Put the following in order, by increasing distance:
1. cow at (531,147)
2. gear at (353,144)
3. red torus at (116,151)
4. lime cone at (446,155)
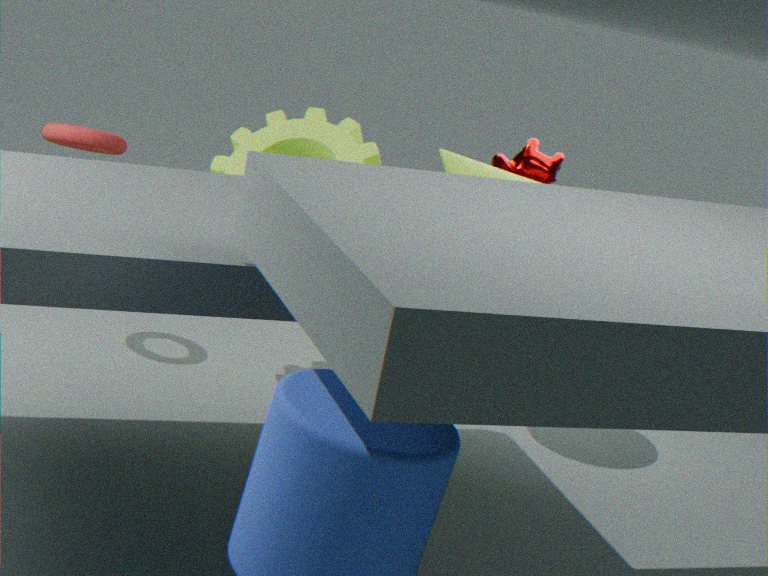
1. red torus at (116,151)
2. lime cone at (446,155)
3. gear at (353,144)
4. cow at (531,147)
